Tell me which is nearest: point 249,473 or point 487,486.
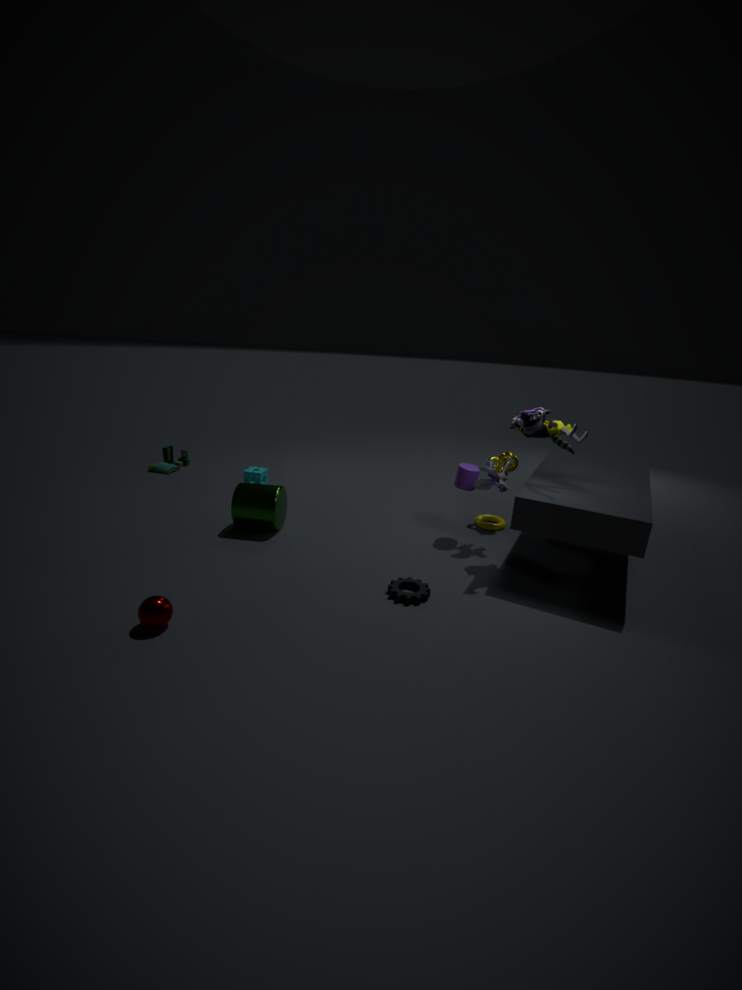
point 487,486
